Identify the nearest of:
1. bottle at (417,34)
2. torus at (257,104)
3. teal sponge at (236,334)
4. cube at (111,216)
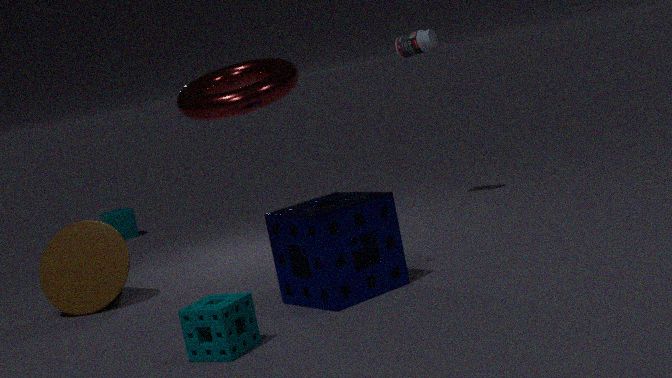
teal sponge at (236,334)
